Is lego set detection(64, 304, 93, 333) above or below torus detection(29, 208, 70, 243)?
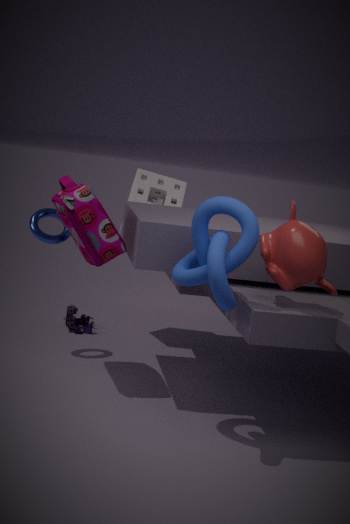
below
